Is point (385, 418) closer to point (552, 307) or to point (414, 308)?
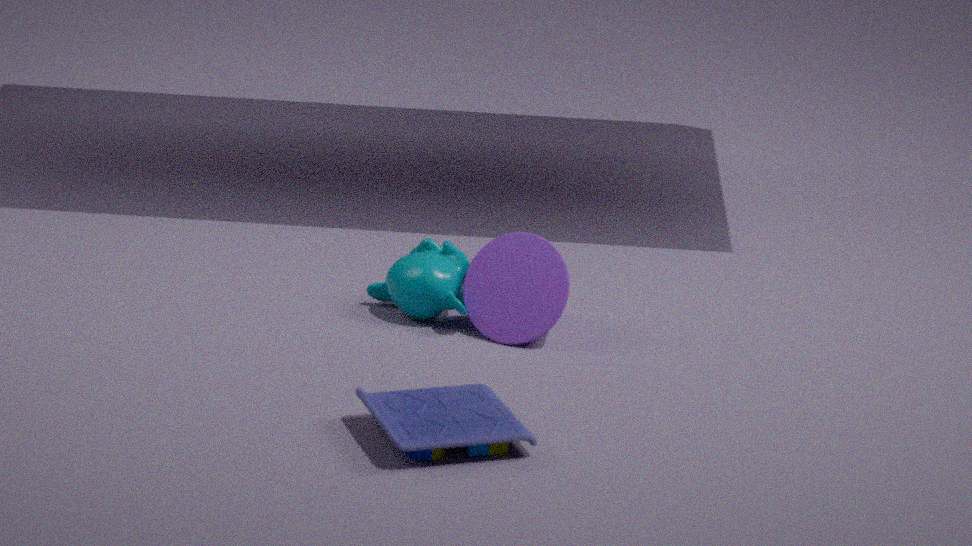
point (552, 307)
